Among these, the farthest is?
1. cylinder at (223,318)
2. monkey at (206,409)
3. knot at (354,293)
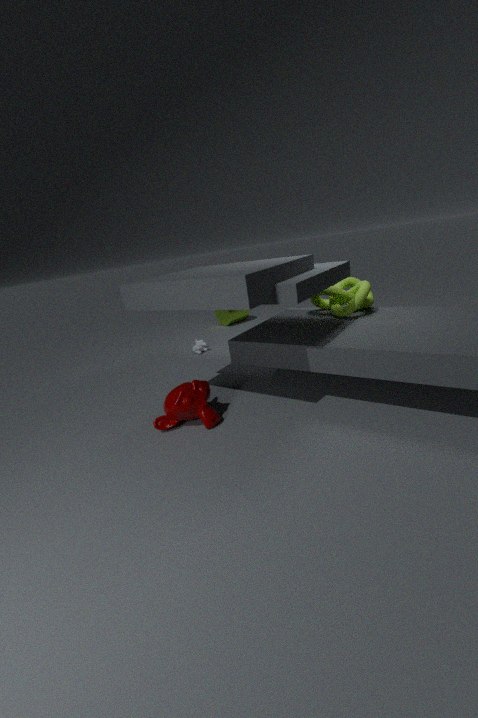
cylinder at (223,318)
